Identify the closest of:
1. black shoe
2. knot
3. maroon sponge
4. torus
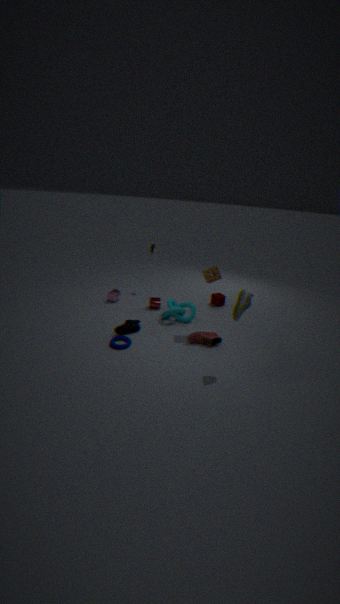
black shoe
